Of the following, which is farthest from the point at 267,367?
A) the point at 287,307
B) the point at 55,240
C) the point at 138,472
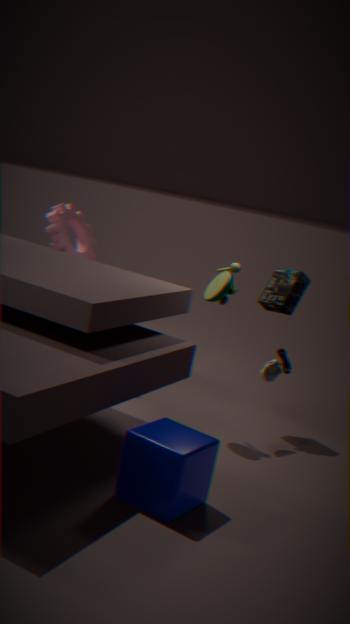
the point at 55,240
